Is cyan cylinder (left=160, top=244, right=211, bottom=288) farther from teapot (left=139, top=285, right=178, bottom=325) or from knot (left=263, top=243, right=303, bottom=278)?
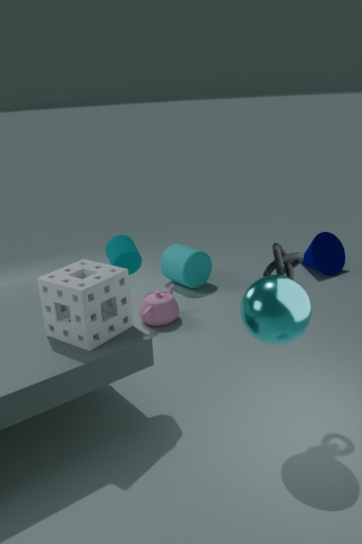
knot (left=263, top=243, right=303, bottom=278)
